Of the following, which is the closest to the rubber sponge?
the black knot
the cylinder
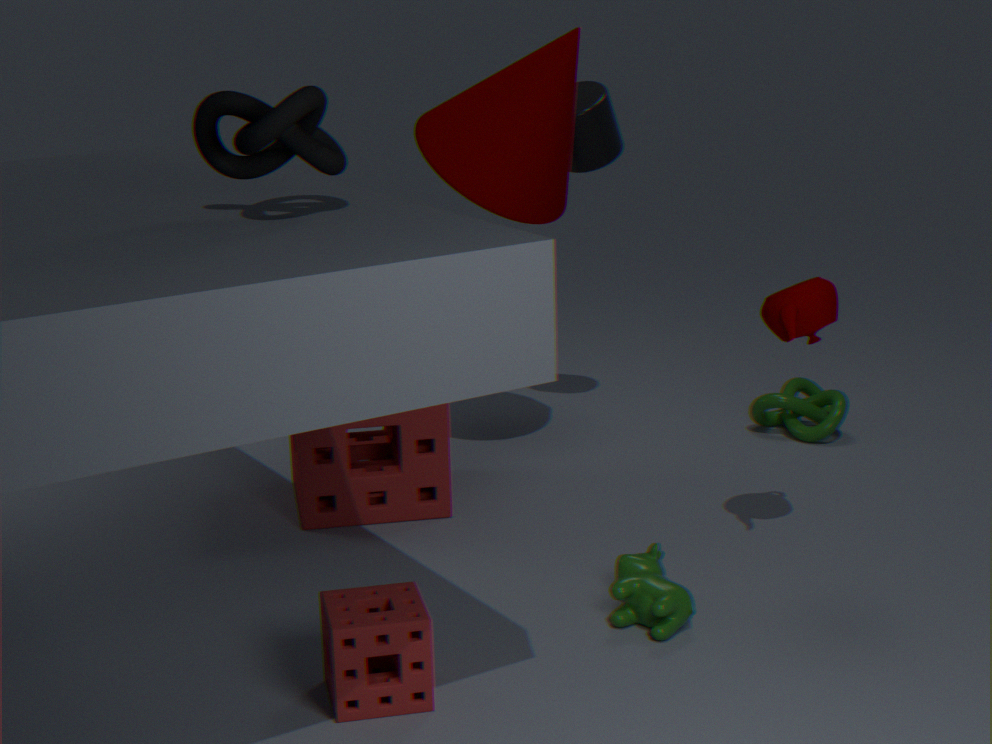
the black knot
